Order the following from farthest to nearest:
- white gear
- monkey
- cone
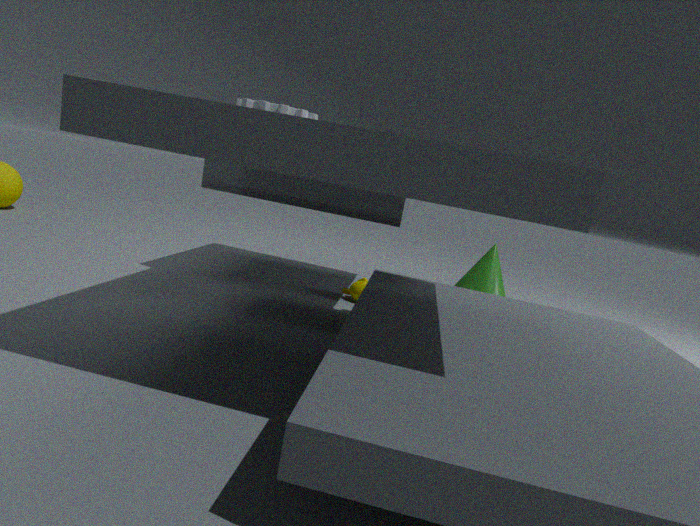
cone, monkey, white gear
